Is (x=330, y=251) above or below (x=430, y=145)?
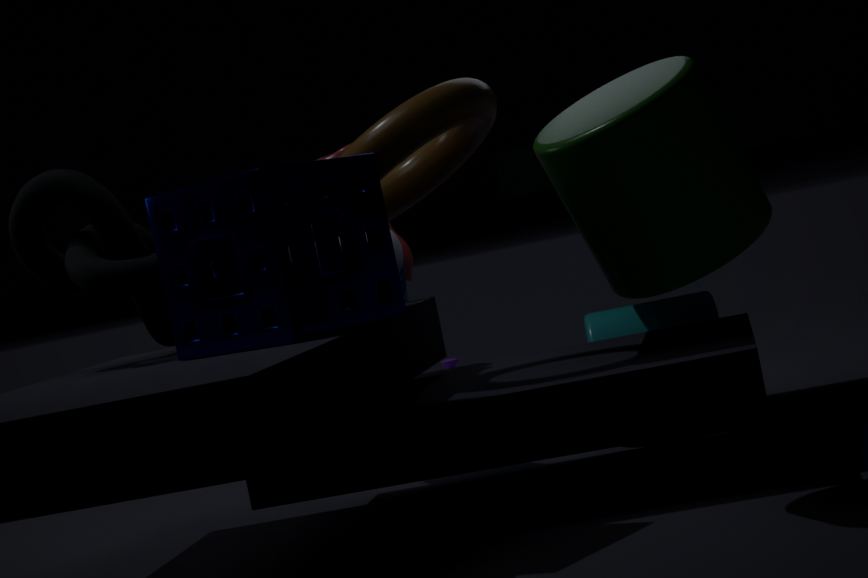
below
